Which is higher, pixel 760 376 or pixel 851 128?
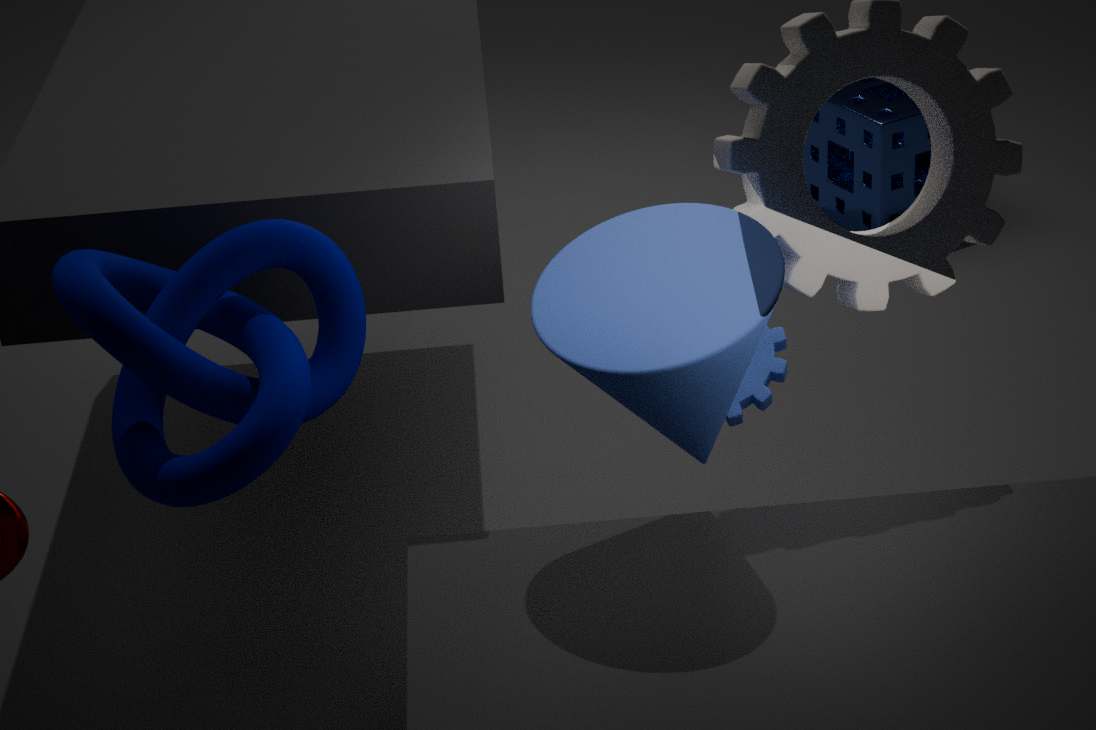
pixel 760 376
